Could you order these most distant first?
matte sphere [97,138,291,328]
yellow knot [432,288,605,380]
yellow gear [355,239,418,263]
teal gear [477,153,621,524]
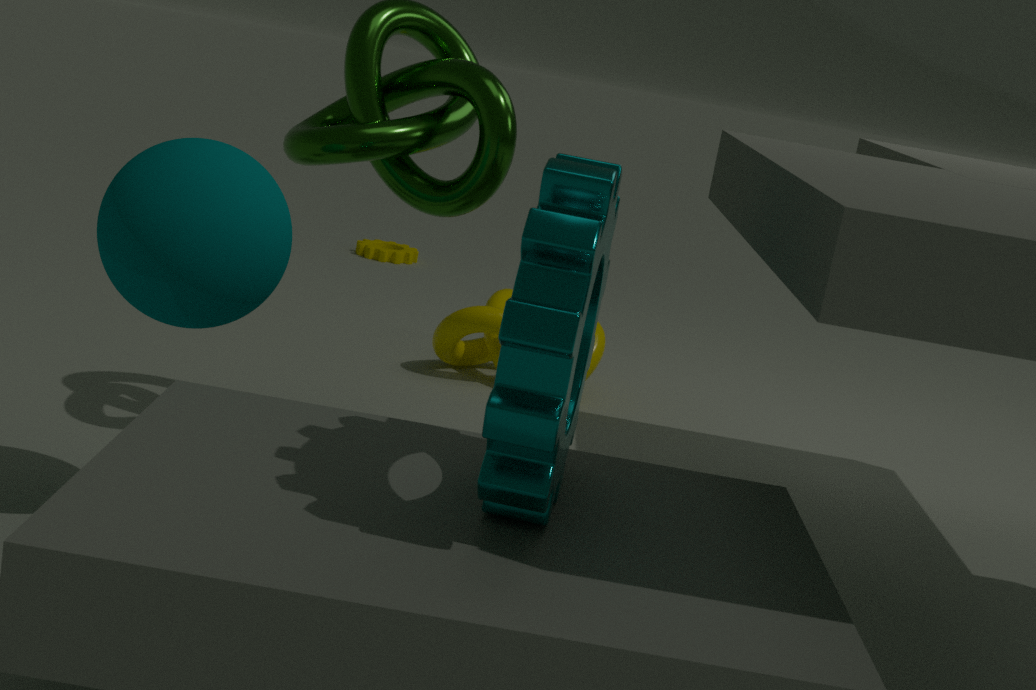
yellow gear [355,239,418,263] → yellow knot [432,288,605,380] → matte sphere [97,138,291,328] → teal gear [477,153,621,524]
